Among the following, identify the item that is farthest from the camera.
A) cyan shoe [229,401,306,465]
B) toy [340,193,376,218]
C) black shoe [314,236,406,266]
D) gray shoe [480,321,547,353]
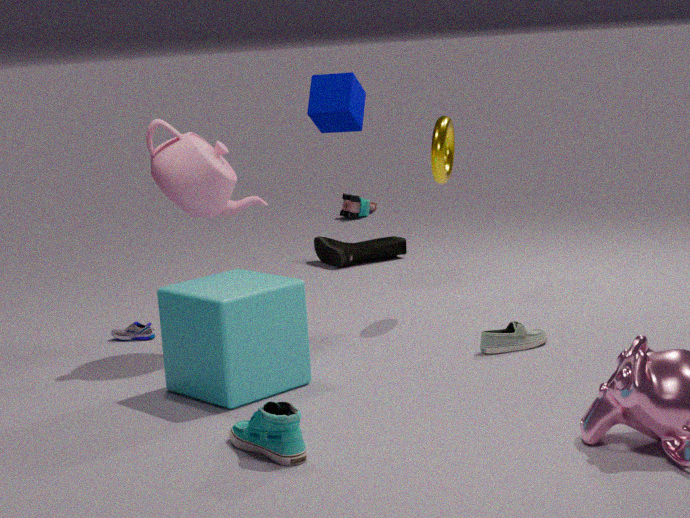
B. toy [340,193,376,218]
